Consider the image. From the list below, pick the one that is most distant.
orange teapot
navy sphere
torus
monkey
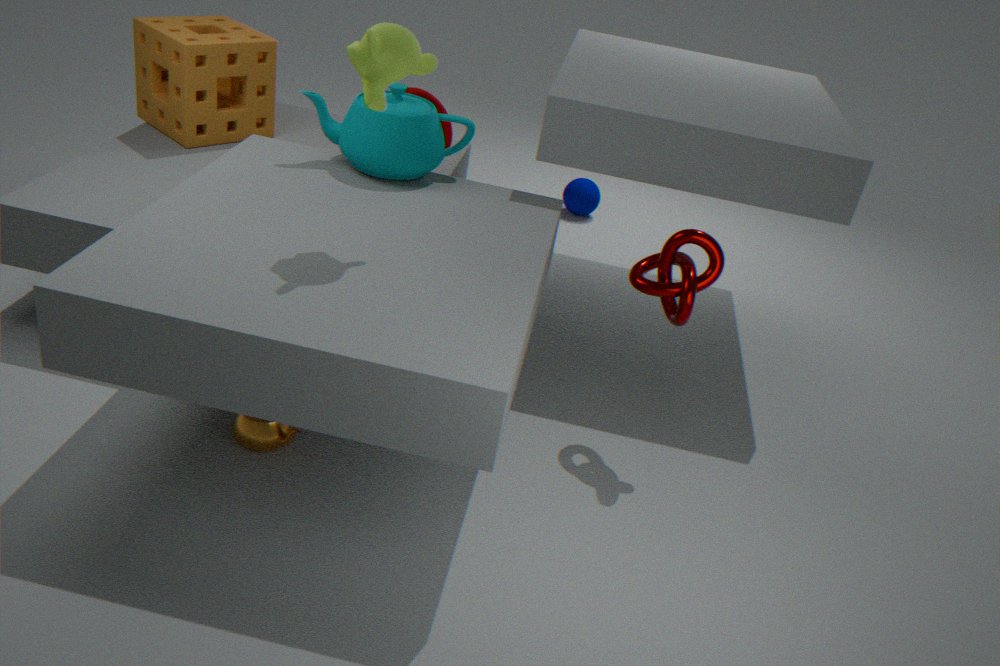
navy sphere
